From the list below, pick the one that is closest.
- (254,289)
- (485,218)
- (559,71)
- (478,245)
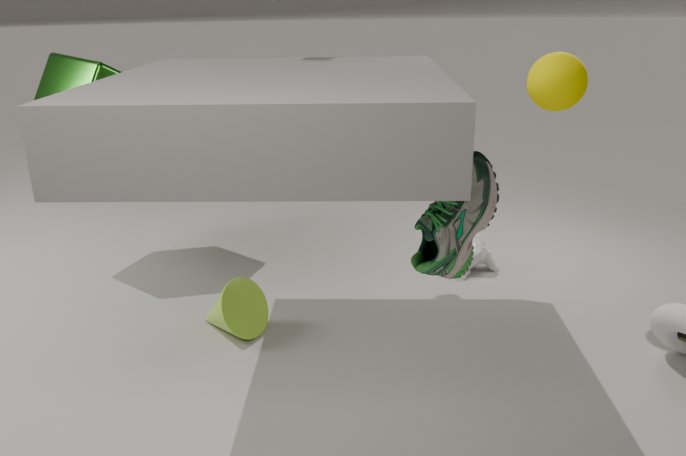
(485,218)
